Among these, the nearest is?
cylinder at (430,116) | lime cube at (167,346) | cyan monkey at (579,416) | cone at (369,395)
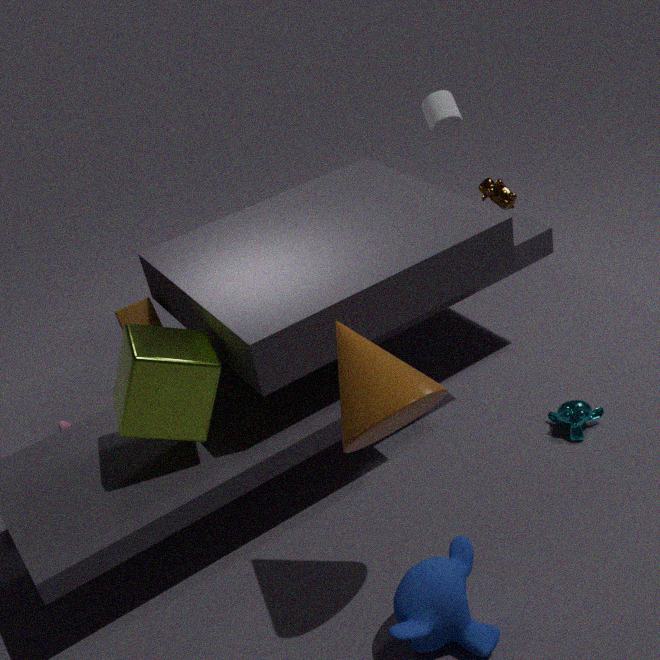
cone at (369,395)
